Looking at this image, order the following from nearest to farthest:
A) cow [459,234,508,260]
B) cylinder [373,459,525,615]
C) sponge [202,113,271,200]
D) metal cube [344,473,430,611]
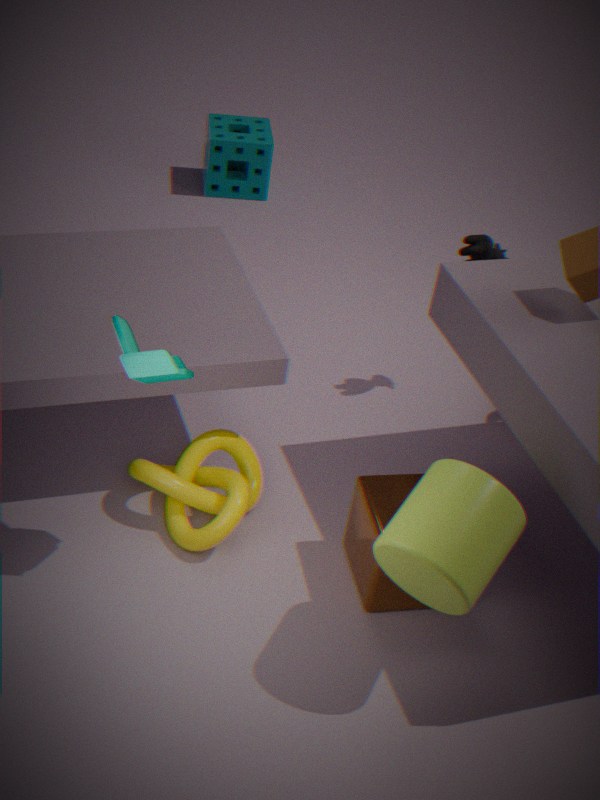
cylinder [373,459,525,615] → metal cube [344,473,430,611] → cow [459,234,508,260] → sponge [202,113,271,200]
